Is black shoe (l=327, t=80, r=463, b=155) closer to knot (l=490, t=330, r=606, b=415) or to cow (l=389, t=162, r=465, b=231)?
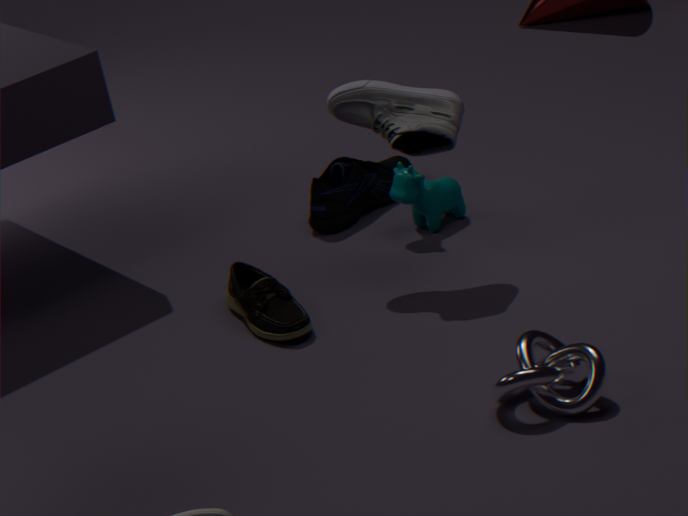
cow (l=389, t=162, r=465, b=231)
